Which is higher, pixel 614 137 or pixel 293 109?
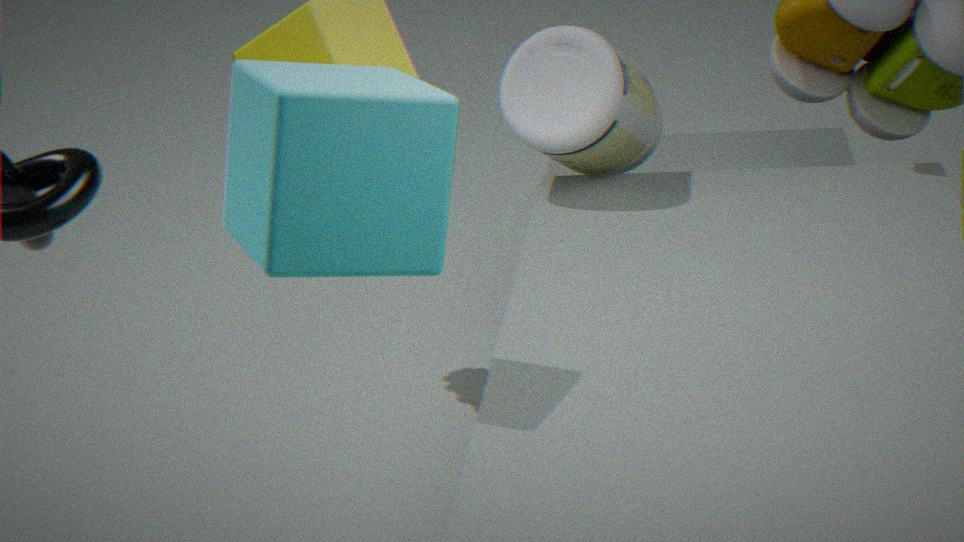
pixel 293 109
